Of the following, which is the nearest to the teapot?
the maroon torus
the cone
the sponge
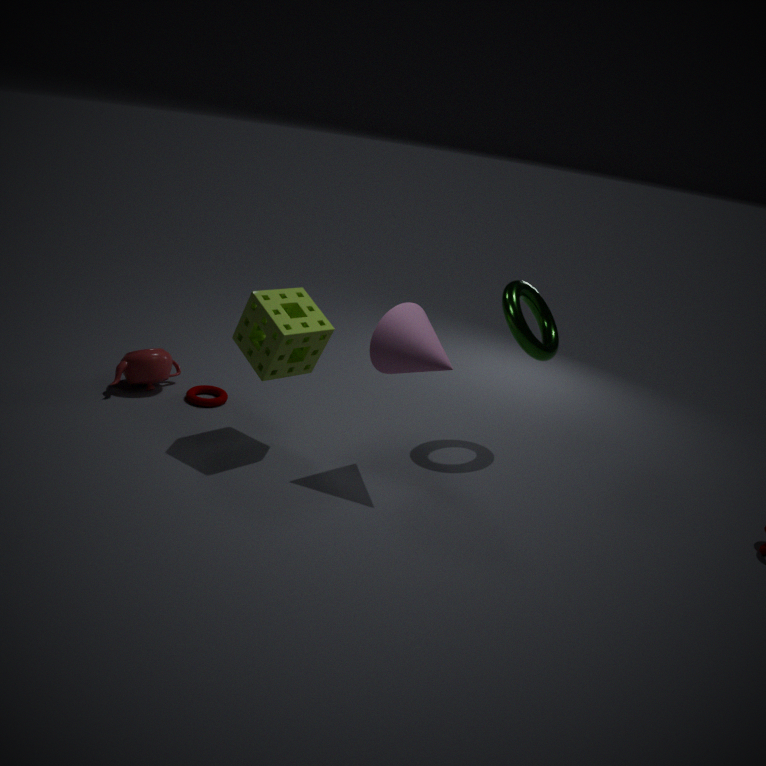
the maroon torus
